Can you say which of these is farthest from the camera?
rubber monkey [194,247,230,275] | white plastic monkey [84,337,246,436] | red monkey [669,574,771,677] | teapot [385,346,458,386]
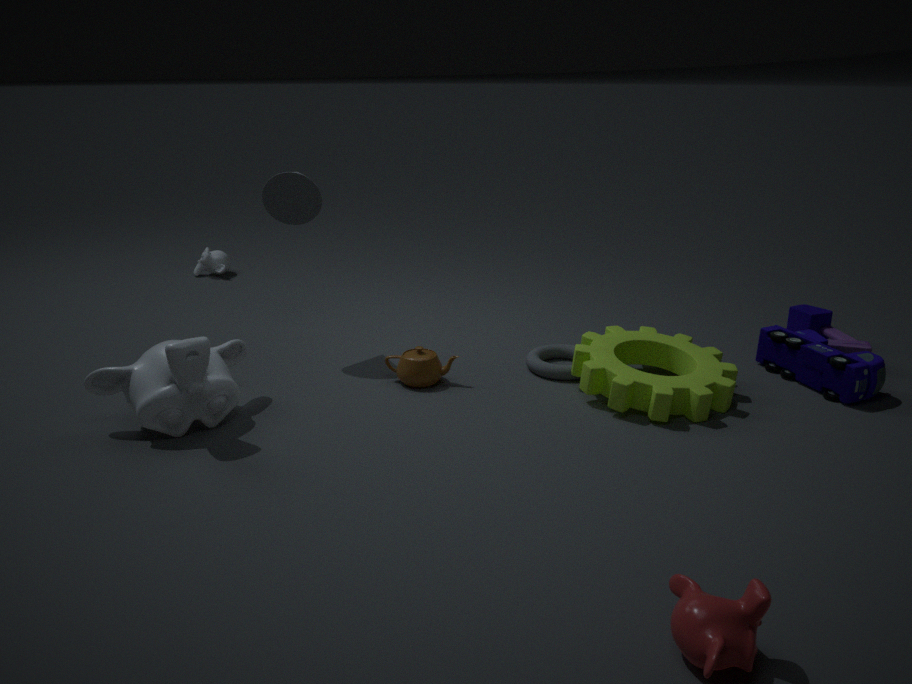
rubber monkey [194,247,230,275]
